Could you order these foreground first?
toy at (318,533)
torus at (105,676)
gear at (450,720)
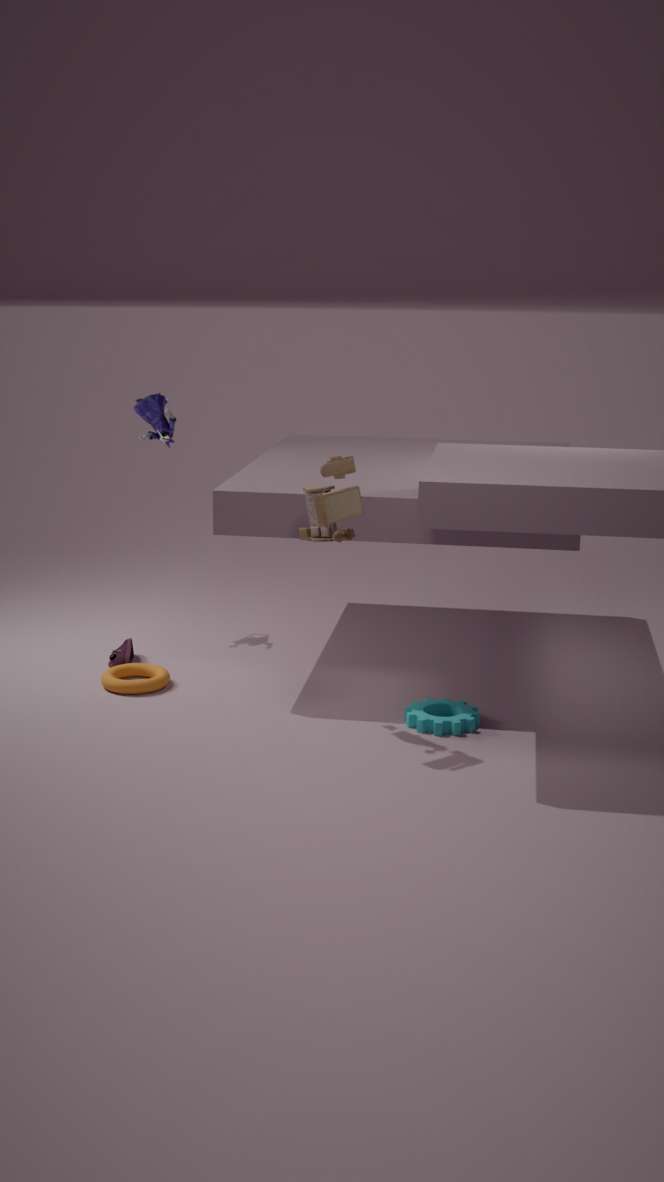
toy at (318,533) → gear at (450,720) → torus at (105,676)
